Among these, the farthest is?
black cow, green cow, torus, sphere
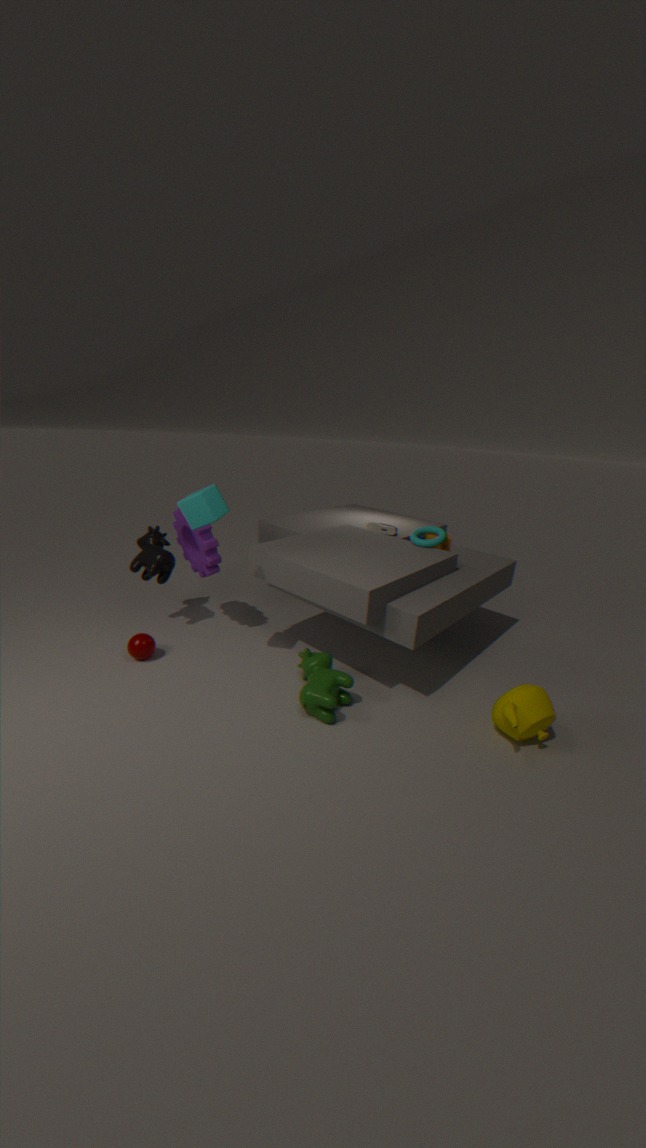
black cow
